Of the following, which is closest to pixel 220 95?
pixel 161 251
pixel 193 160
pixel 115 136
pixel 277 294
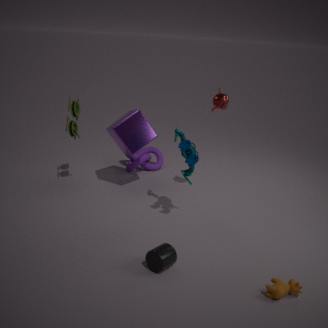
pixel 193 160
